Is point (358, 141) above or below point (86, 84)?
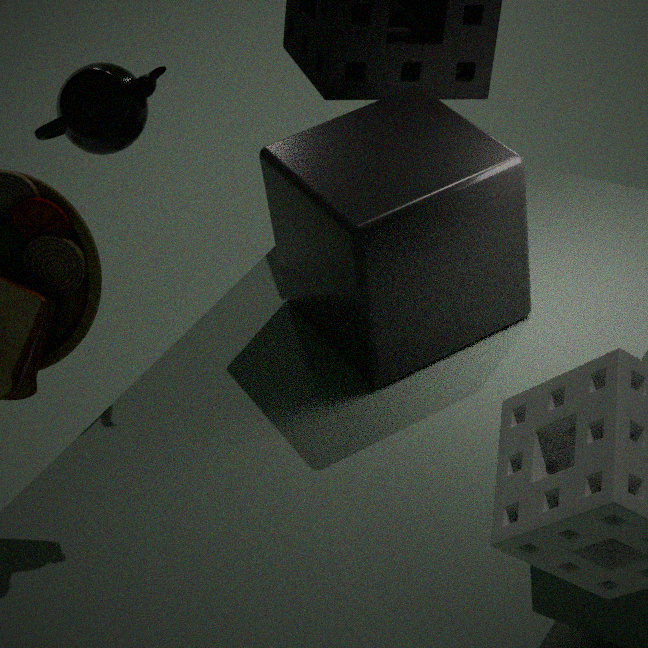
below
